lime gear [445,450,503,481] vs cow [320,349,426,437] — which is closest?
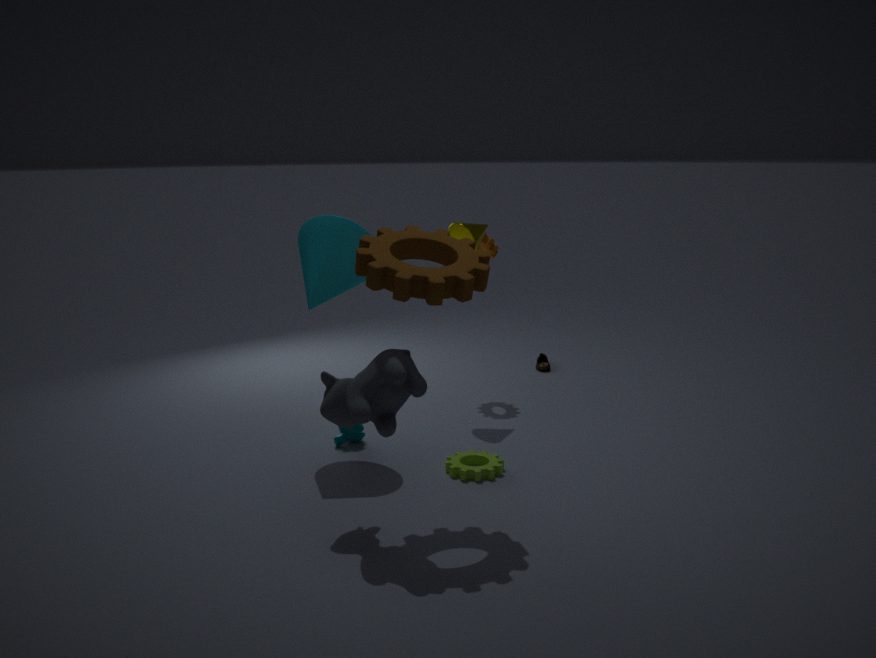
cow [320,349,426,437]
